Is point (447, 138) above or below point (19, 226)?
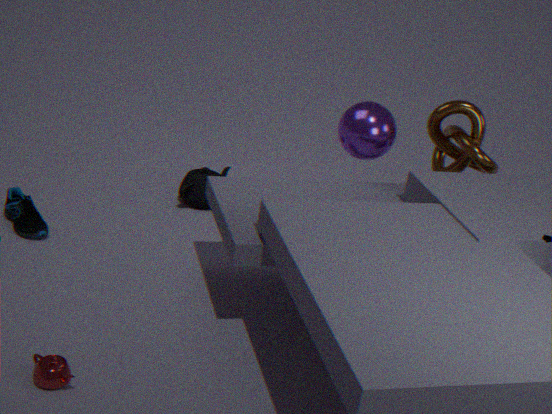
above
